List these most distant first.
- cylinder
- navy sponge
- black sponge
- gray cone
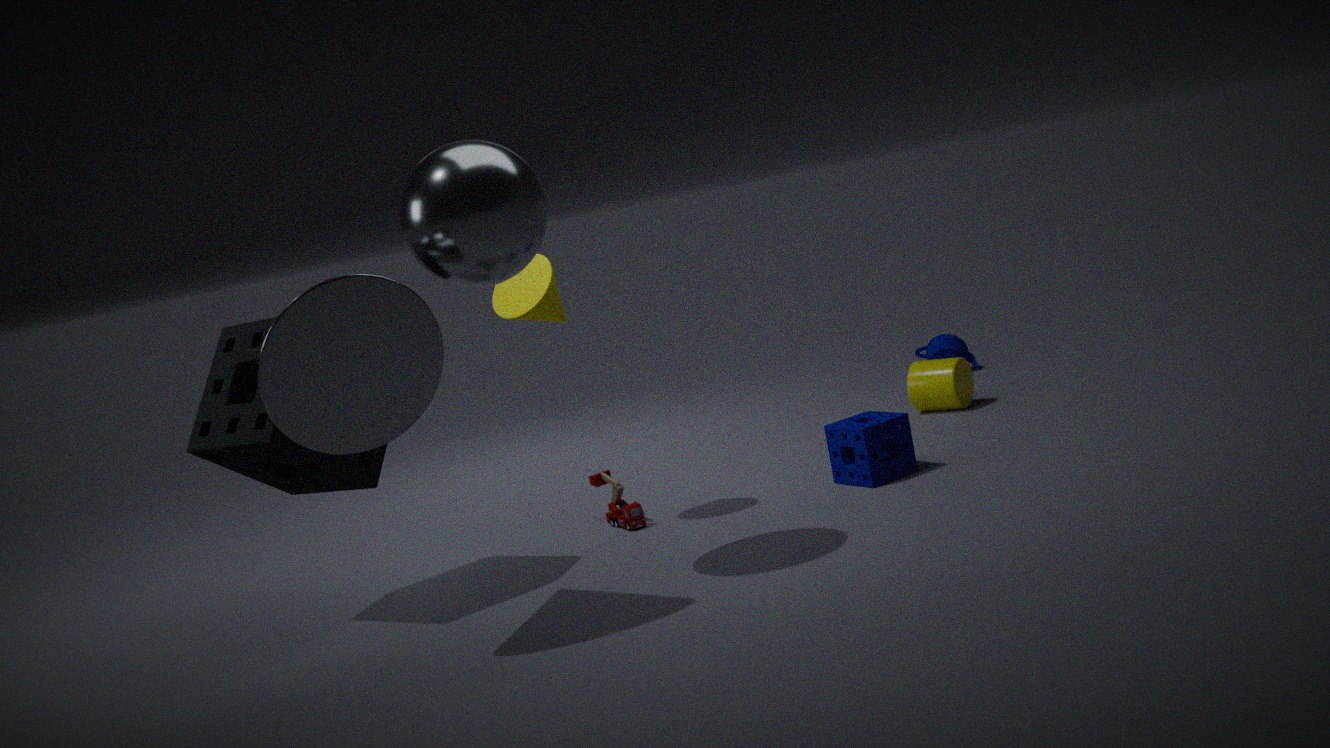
cylinder, navy sponge, black sponge, gray cone
